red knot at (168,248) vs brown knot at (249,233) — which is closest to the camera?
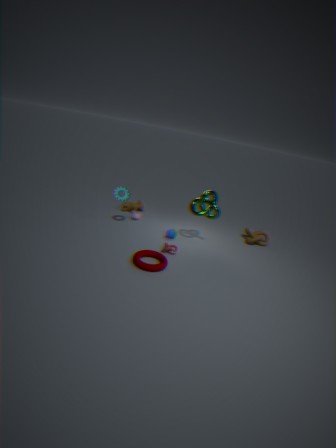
red knot at (168,248)
